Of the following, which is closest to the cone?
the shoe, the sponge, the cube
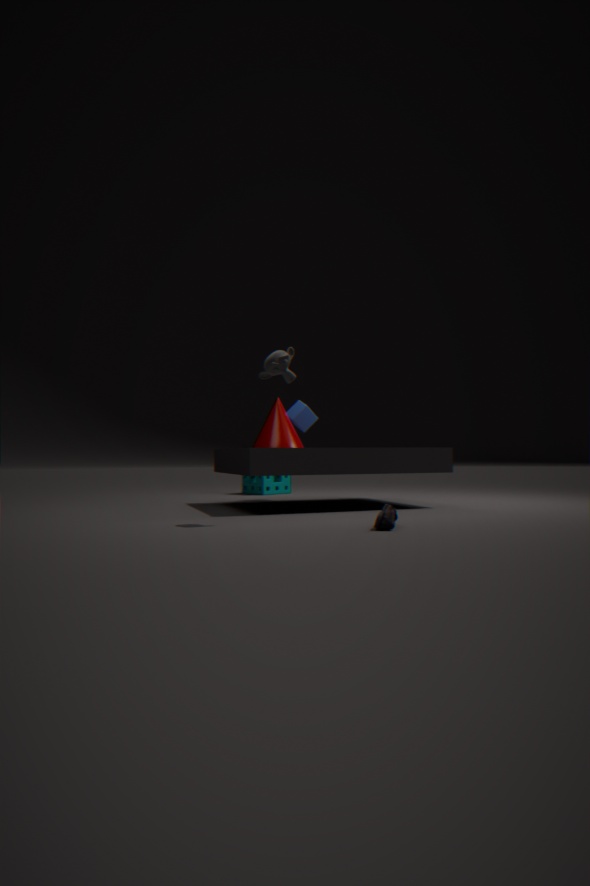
the cube
